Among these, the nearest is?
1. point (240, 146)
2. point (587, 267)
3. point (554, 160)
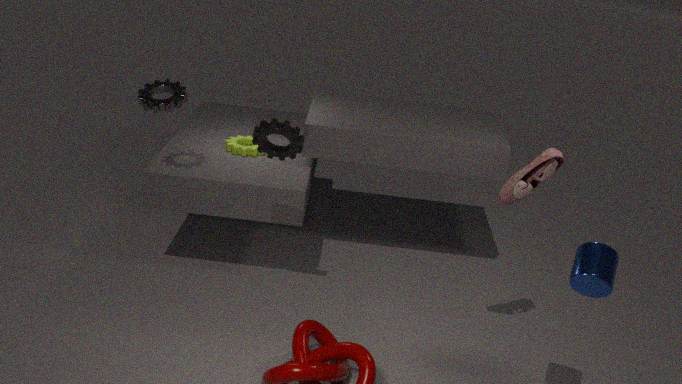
point (587, 267)
